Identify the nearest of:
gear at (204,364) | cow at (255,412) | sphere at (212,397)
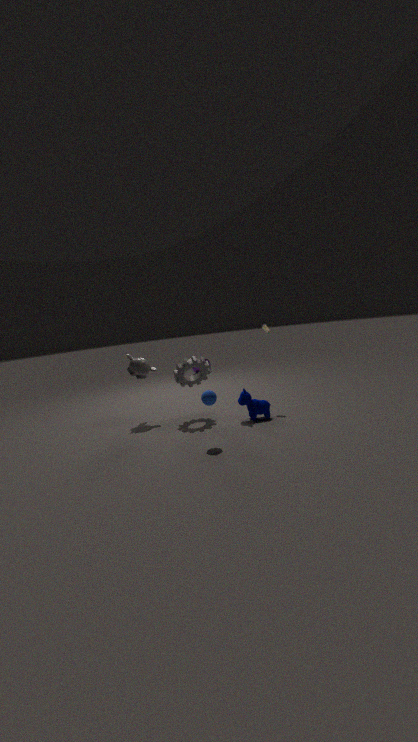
sphere at (212,397)
